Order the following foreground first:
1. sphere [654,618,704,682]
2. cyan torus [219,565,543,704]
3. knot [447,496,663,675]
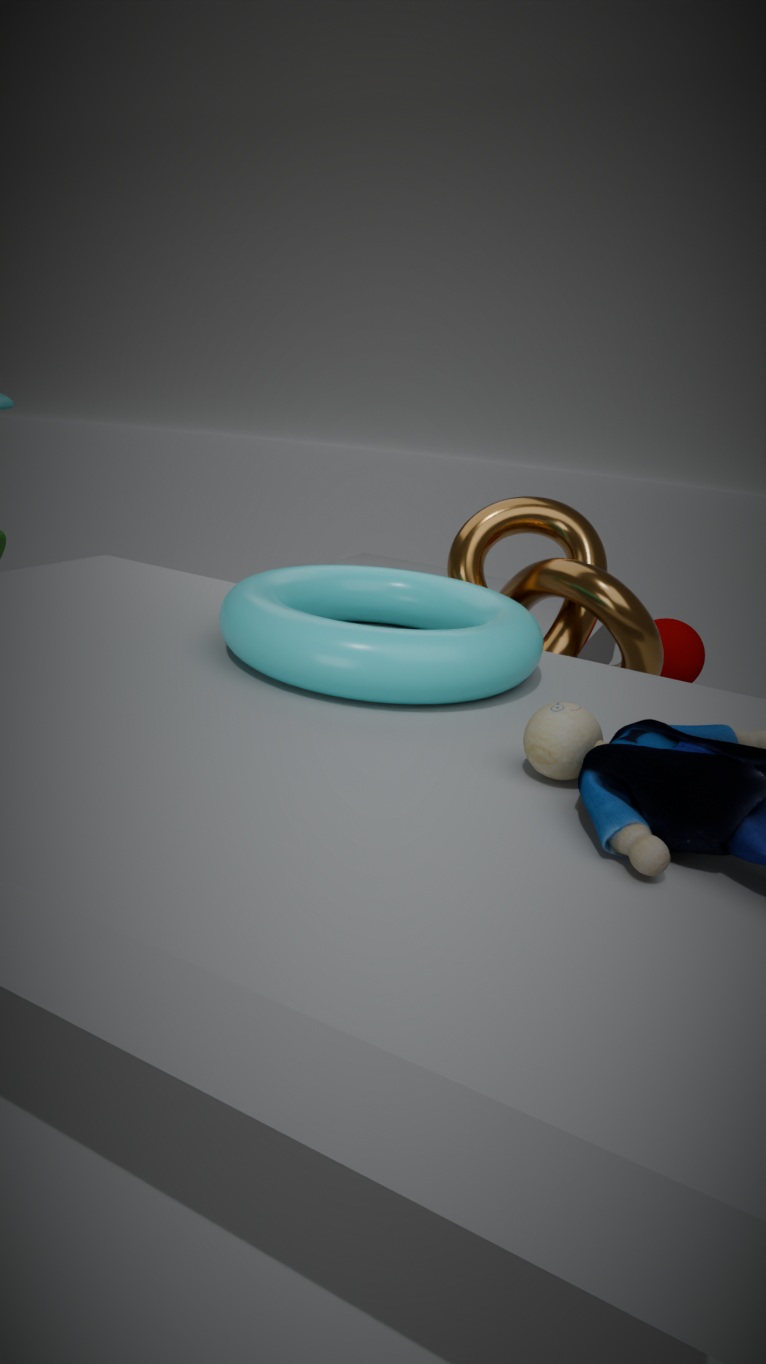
cyan torus [219,565,543,704], knot [447,496,663,675], sphere [654,618,704,682]
